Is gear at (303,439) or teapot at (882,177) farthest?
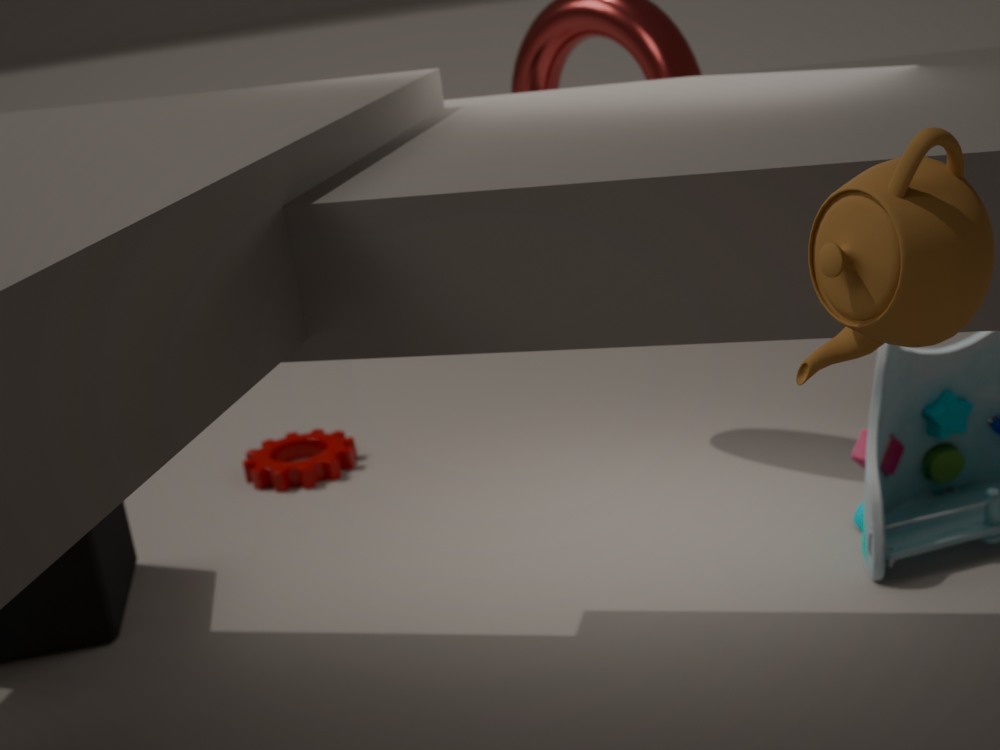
gear at (303,439)
